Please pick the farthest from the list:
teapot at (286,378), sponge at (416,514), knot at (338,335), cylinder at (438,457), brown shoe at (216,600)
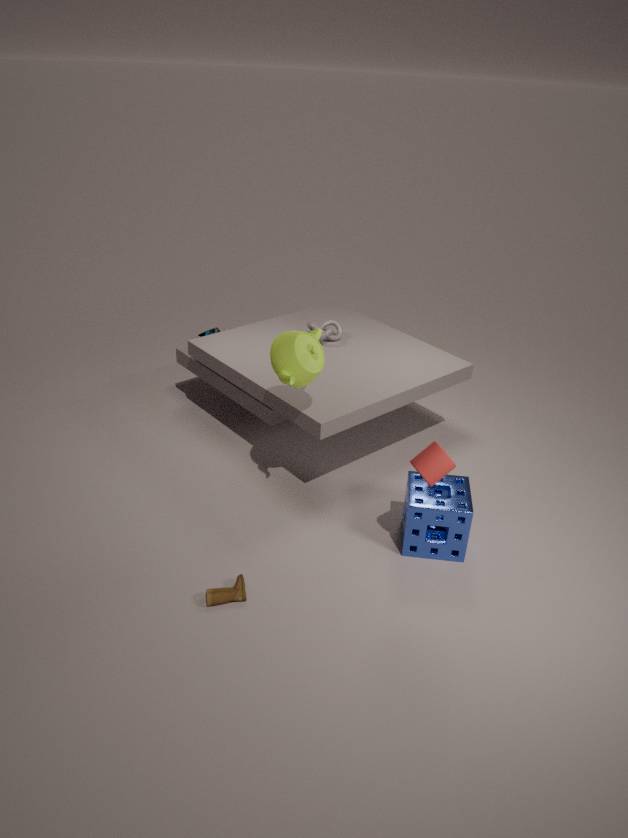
knot at (338,335)
